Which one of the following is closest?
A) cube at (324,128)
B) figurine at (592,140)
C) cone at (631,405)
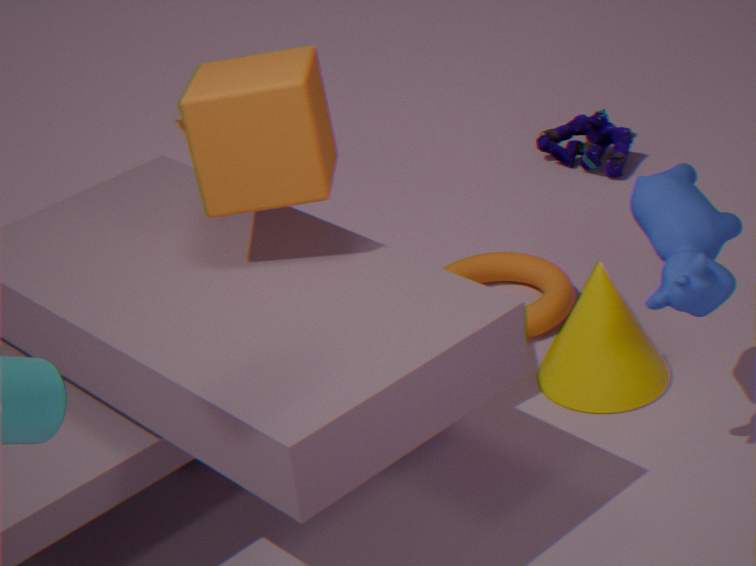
cube at (324,128)
